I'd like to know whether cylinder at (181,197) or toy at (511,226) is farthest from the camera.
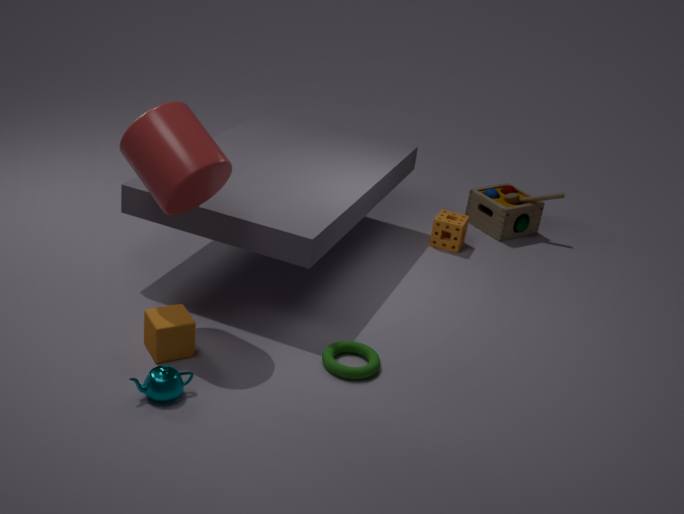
toy at (511,226)
